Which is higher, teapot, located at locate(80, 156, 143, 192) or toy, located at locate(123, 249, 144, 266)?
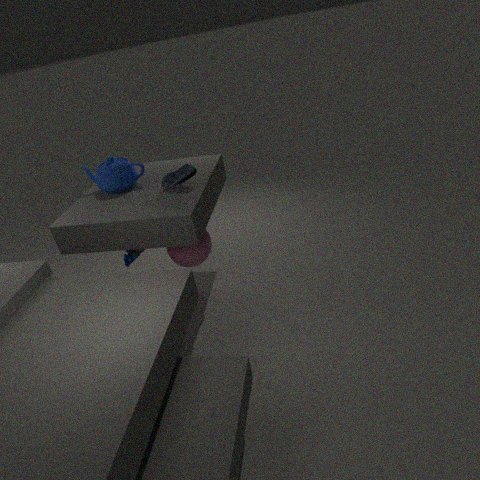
teapot, located at locate(80, 156, 143, 192)
